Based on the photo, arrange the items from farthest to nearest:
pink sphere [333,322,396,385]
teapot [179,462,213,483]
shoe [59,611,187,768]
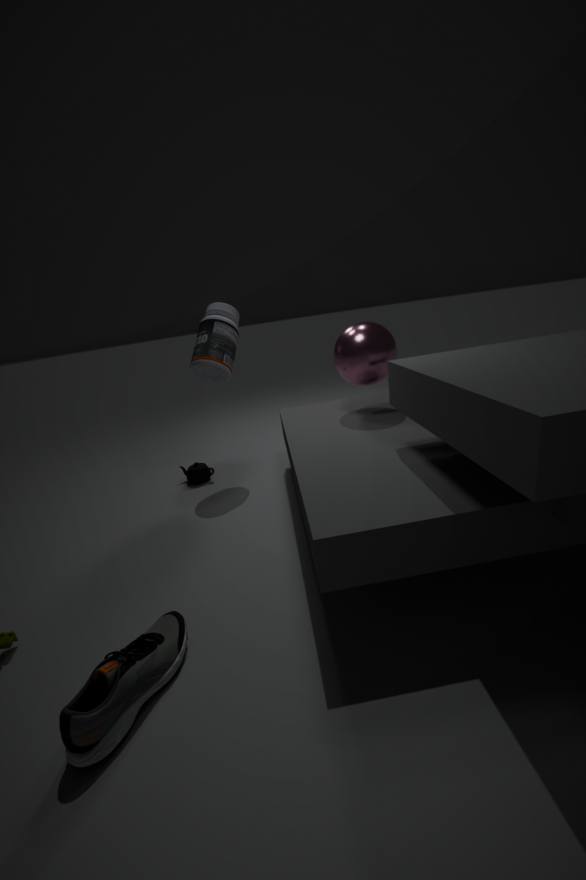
teapot [179,462,213,483] → pink sphere [333,322,396,385] → shoe [59,611,187,768]
